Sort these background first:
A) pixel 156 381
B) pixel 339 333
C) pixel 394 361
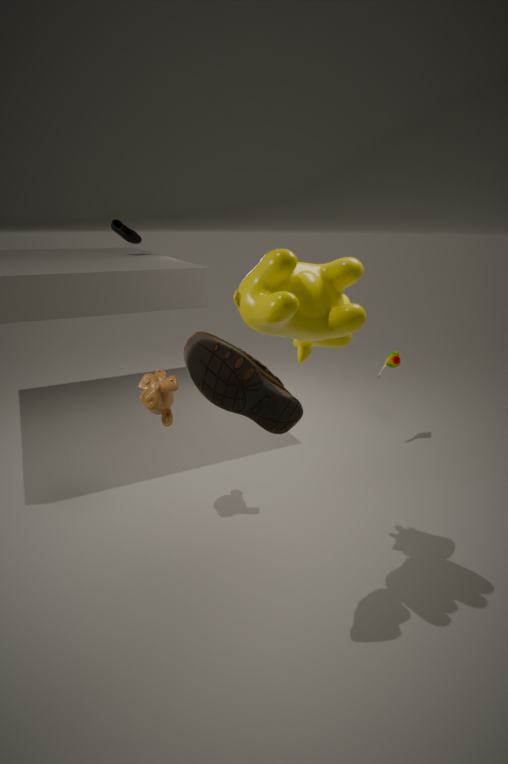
1. C. pixel 394 361
2. A. pixel 156 381
3. B. pixel 339 333
